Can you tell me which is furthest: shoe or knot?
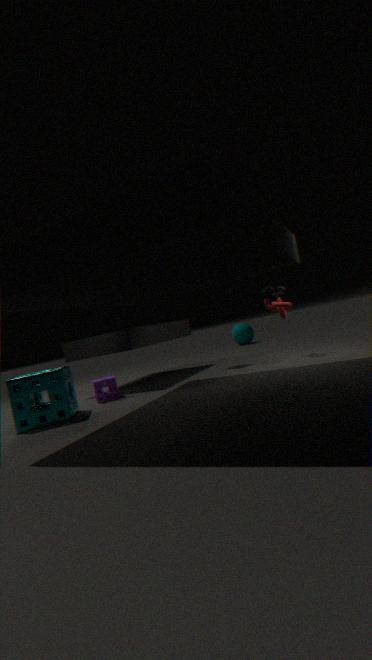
knot
